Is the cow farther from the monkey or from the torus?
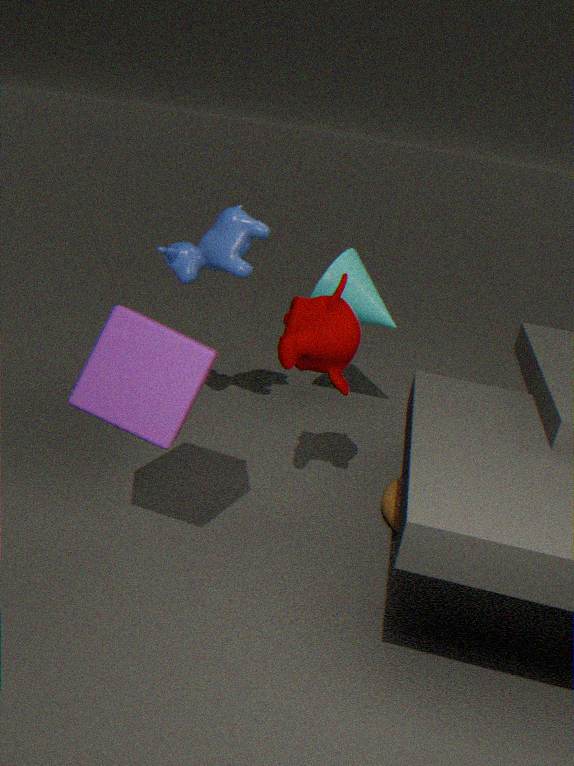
the torus
